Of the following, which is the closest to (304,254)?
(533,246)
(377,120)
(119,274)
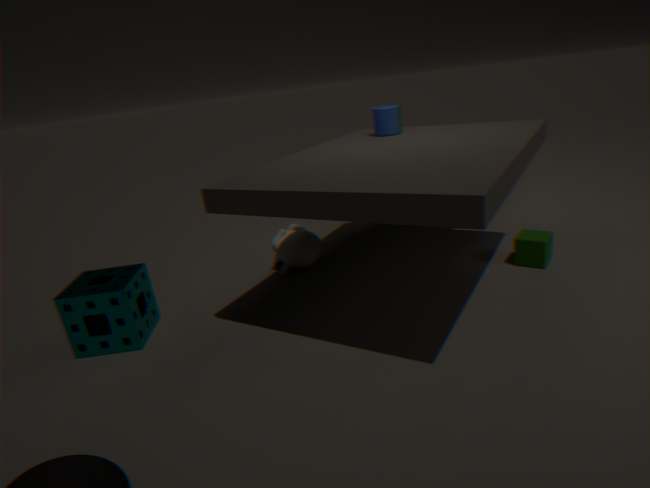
(377,120)
